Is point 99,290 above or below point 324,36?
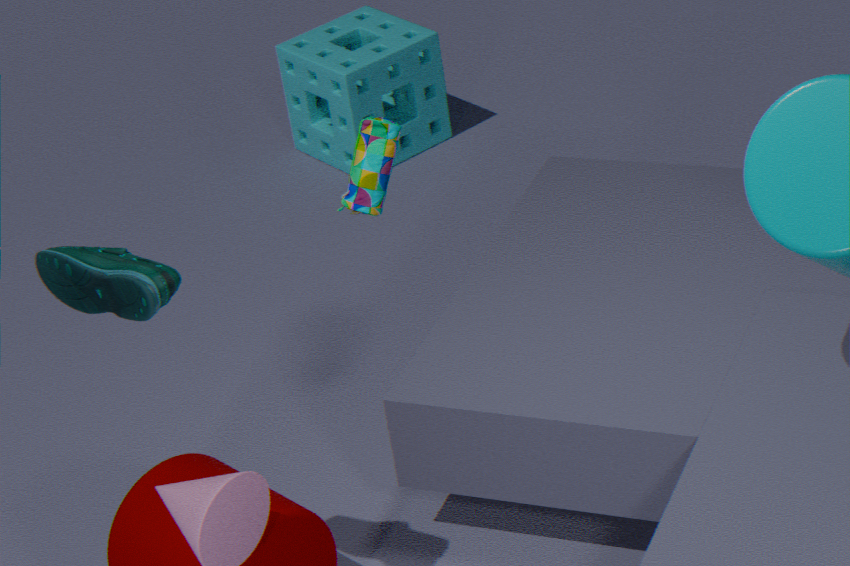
above
